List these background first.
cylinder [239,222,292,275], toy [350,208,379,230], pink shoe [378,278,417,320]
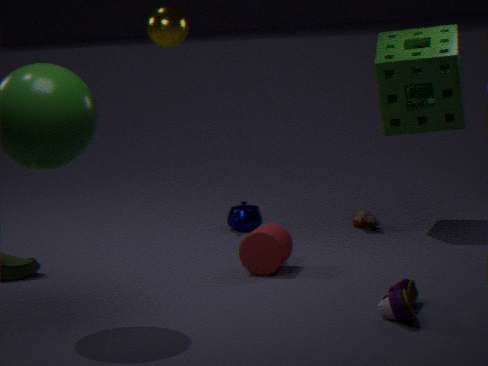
toy [350,208,379,230] < cylinder [239,222,292,275] < pink shoe [378,278,417,320]
